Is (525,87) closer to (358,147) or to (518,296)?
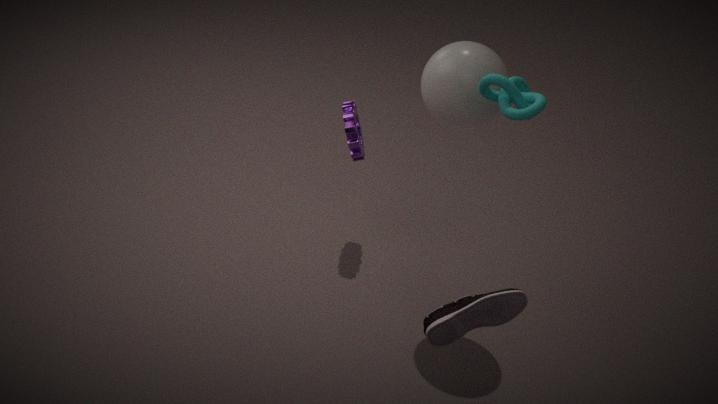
(518,296)
